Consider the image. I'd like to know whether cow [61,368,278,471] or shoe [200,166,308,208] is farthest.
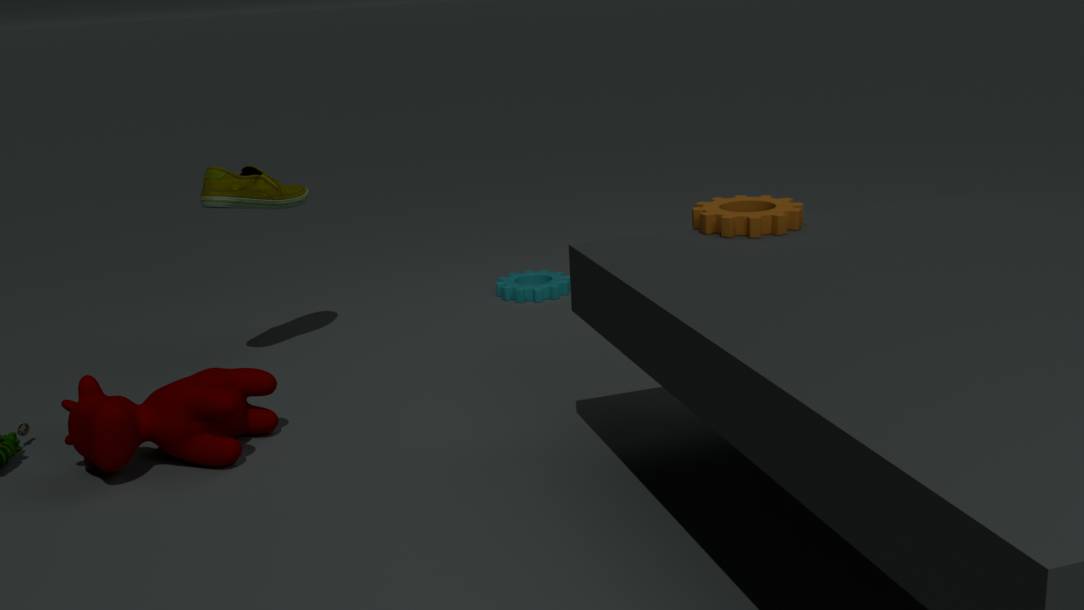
shoe [200,166,308,208]
